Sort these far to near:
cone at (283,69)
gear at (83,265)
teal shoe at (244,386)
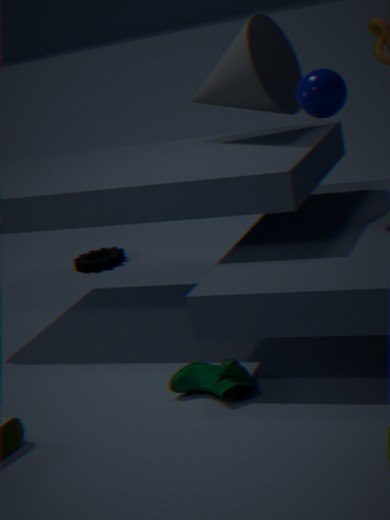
1. gear at (83,265)
2. cone at (283,69)
3. teal shoe at (244,386)
